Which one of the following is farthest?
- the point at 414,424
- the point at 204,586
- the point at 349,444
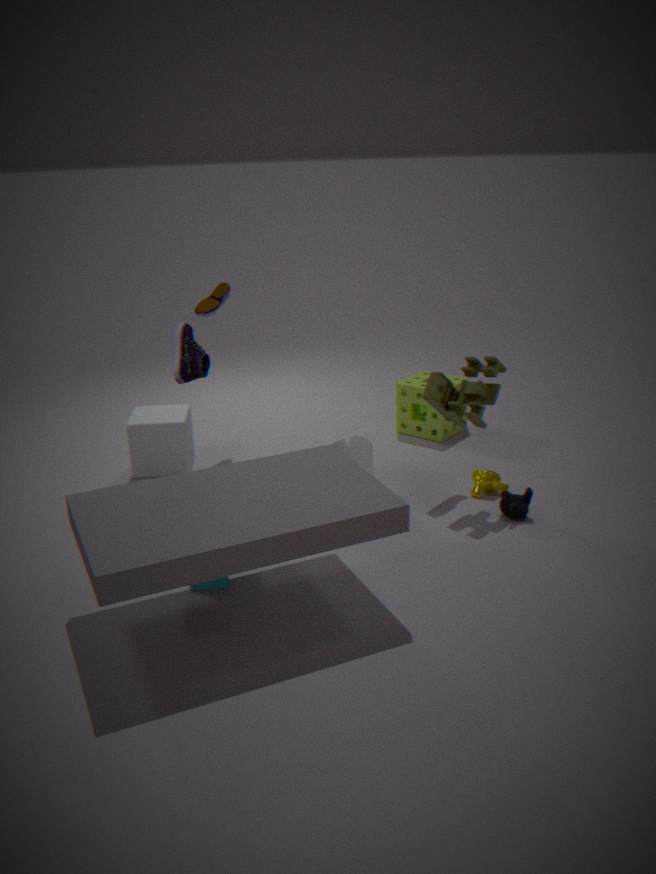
the point at 414,424
